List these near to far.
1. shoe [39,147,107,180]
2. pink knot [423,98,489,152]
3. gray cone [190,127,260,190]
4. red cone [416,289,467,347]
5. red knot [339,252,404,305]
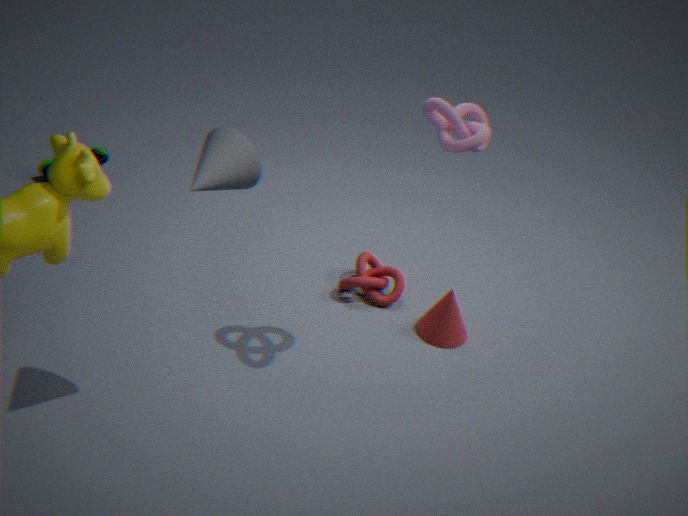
gray cone [190,127,260,190] < pink knot [423,98,489,152] < red cone [416,289,467,347] < red knot [339,252,404,305] < shoe [39,147,107,180]
